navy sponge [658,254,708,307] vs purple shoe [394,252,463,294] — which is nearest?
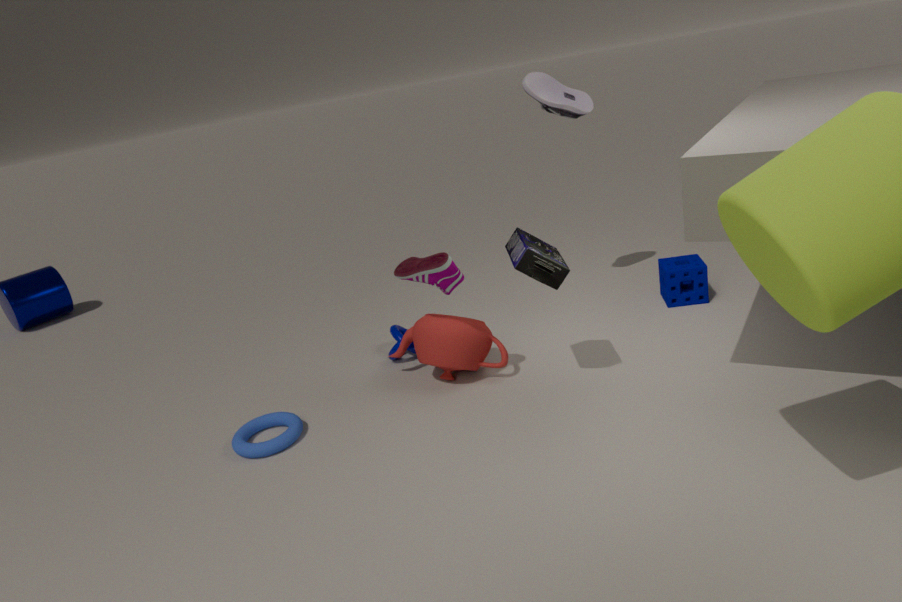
purple shoe [394,252,463,294]
